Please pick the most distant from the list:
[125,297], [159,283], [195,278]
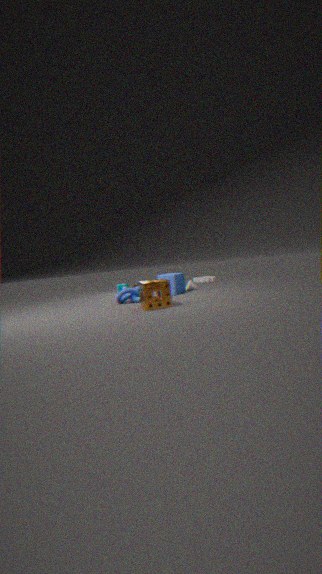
[195,278]
